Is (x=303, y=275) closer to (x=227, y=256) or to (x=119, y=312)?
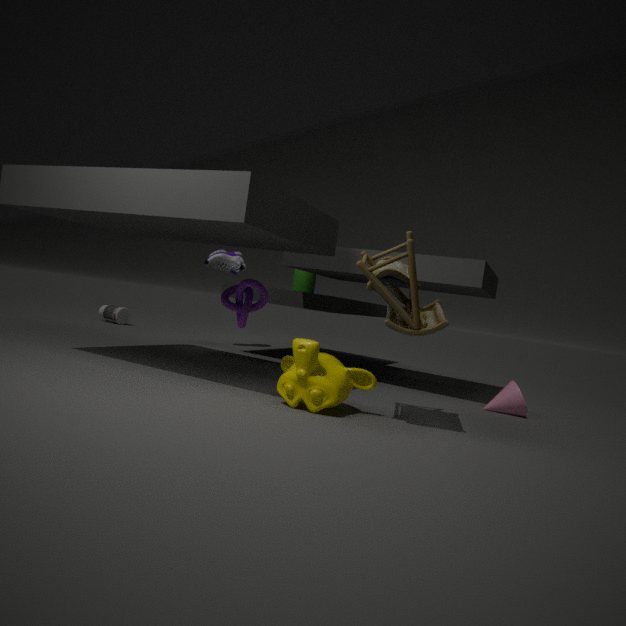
(x=227, y=256)
